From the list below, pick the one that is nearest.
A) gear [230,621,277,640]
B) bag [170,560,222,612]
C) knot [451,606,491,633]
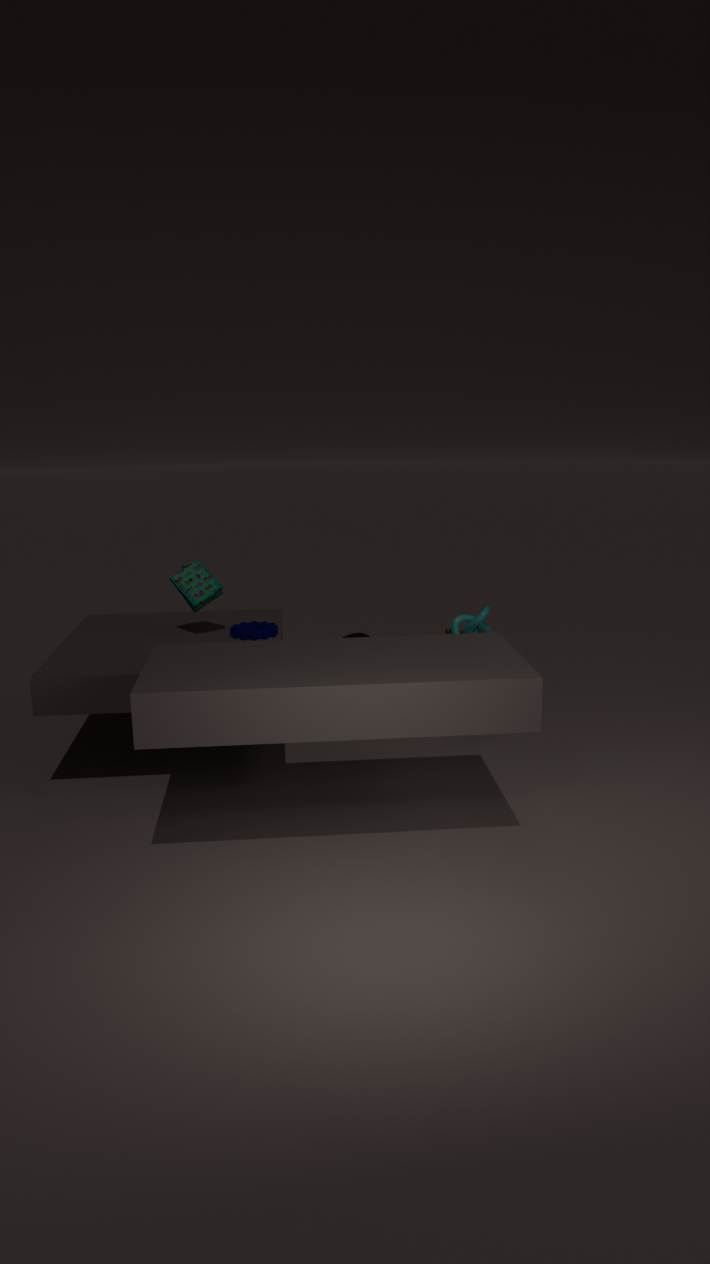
knot [451,606,491,633]
